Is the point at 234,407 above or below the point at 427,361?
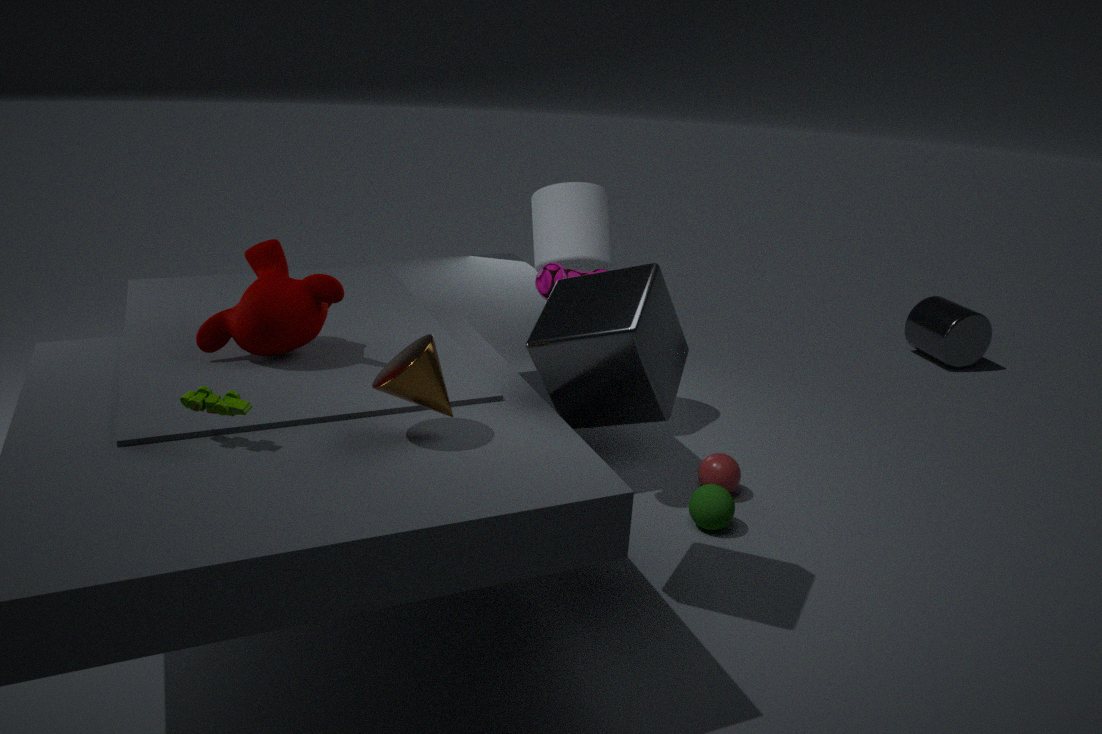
below
